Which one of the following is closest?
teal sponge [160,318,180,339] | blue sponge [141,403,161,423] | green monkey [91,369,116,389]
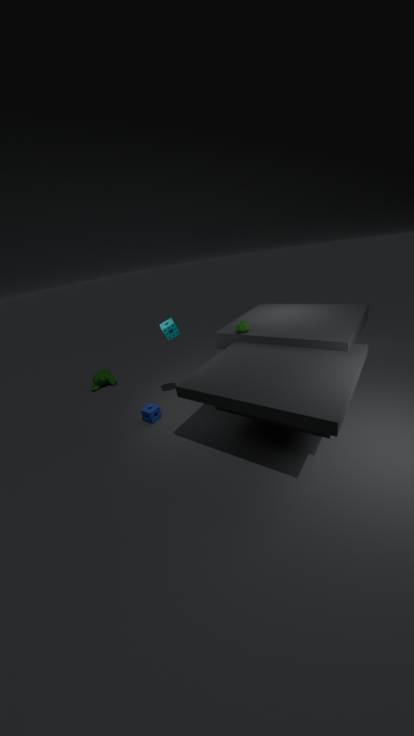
teal sponge [160,318,180,339]
